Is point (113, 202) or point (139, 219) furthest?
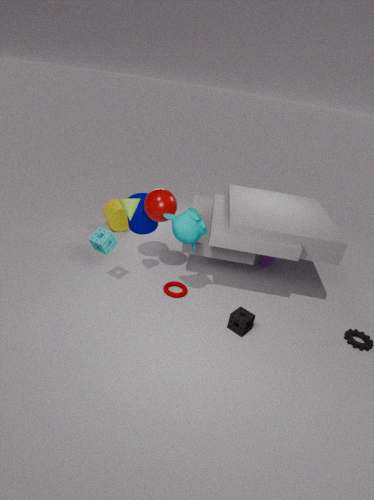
point (113, 202)
